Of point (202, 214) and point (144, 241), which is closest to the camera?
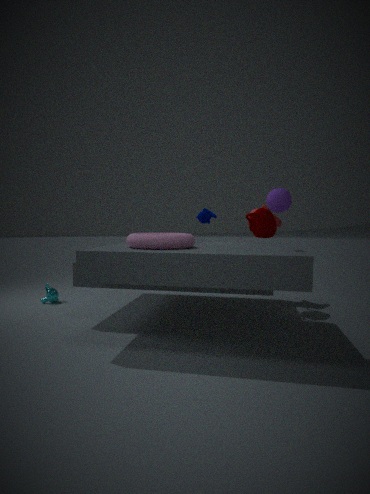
point (144, 241)
